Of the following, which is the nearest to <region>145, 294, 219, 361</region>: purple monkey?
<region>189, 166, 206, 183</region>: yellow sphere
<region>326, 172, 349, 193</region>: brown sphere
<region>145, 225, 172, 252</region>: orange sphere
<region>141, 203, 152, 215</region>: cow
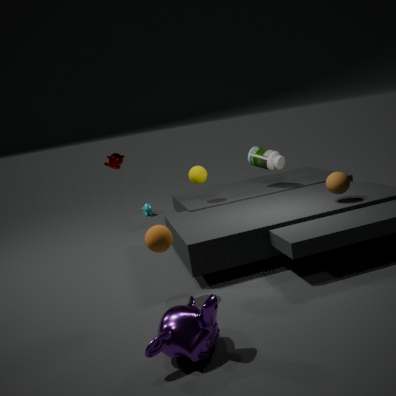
<region>145, 225, 172, 252</region>: orange sphere
